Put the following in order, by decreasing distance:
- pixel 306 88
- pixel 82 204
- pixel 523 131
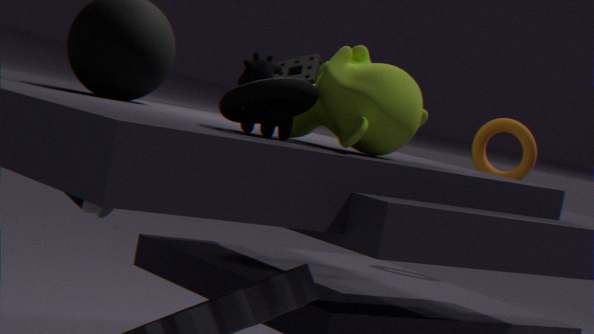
pixel 523 131
pixel 82 204
pixel 306 88
